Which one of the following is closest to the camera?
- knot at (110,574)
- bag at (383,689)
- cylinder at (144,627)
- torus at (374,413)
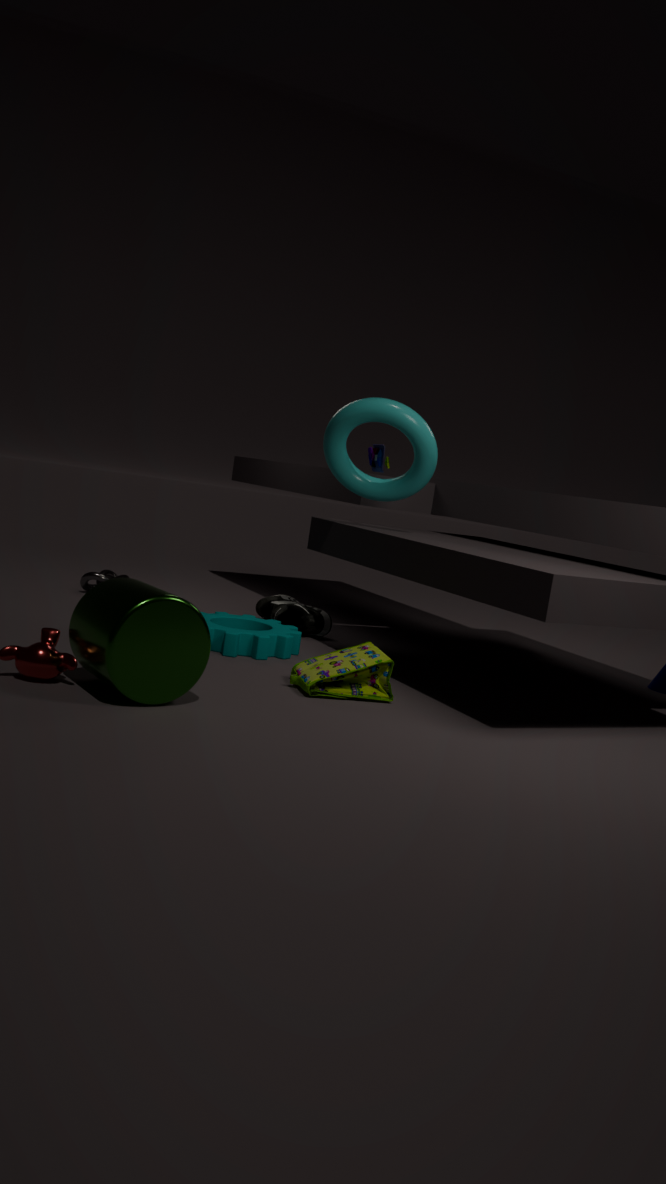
cylinder at (144,627)
